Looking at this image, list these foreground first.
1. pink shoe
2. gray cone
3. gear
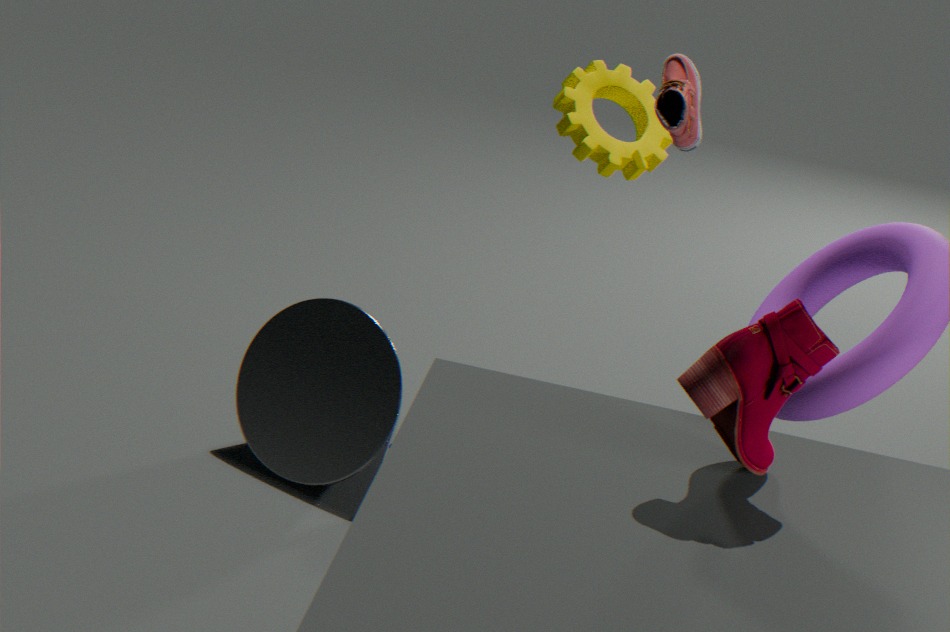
pink shoe, gear, gray cone
